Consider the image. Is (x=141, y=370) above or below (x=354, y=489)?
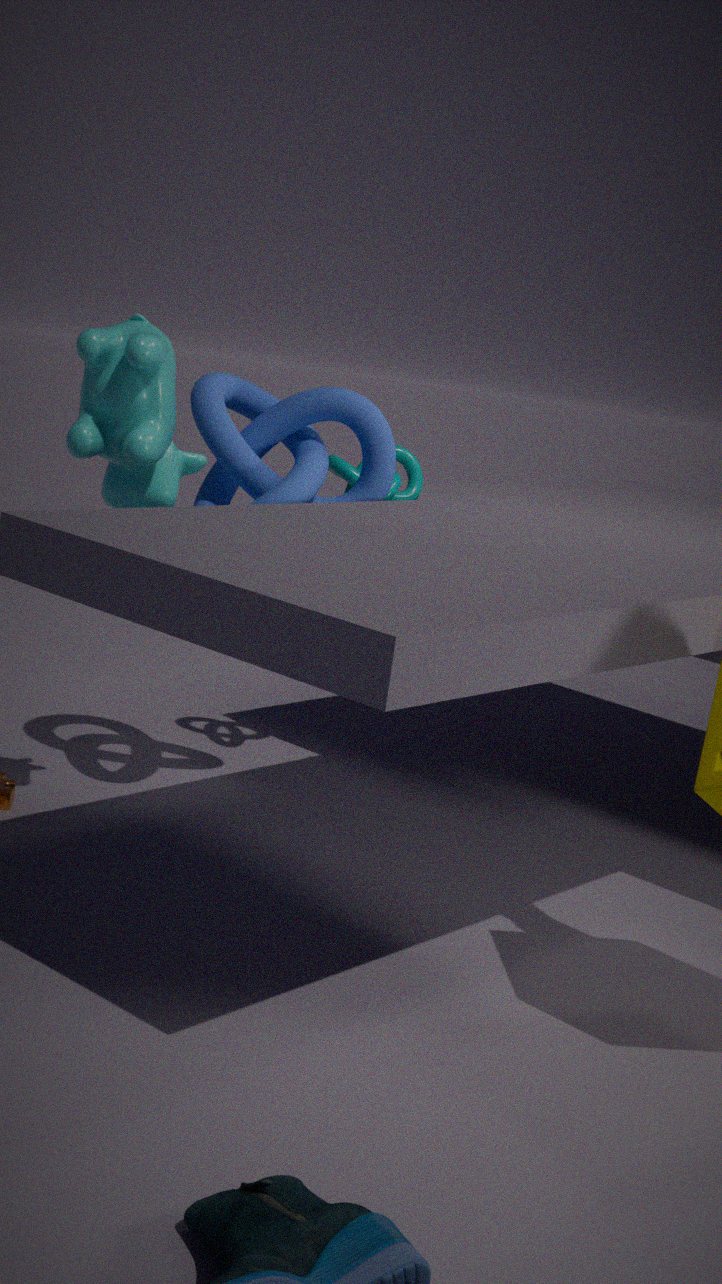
above
